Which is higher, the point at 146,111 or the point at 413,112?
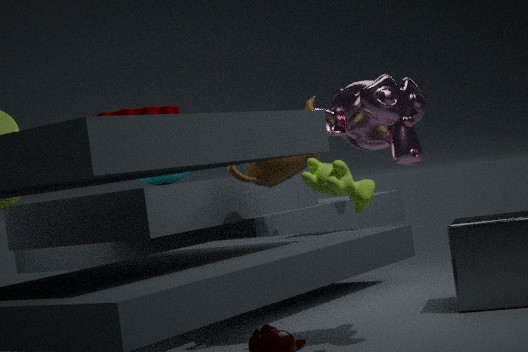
the point at 146,111
